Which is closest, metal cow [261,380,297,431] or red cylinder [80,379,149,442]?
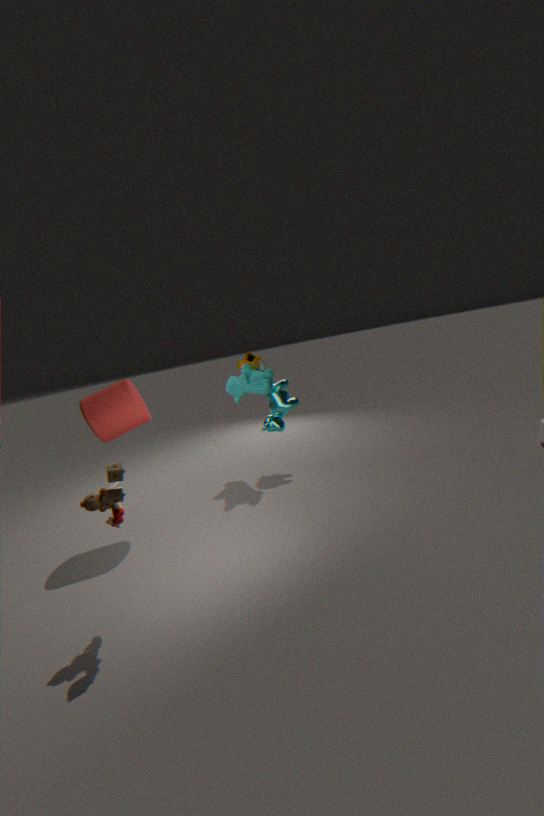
red cylinder [80,379,149,442]
